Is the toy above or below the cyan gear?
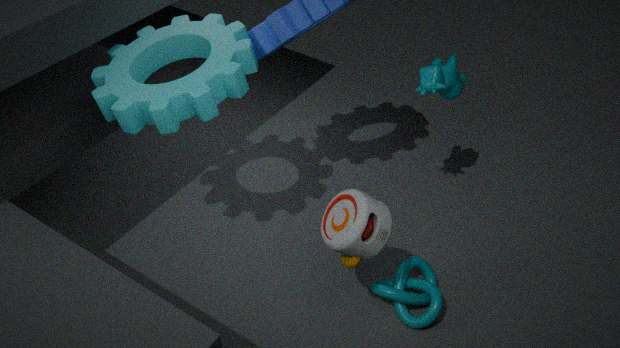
below
